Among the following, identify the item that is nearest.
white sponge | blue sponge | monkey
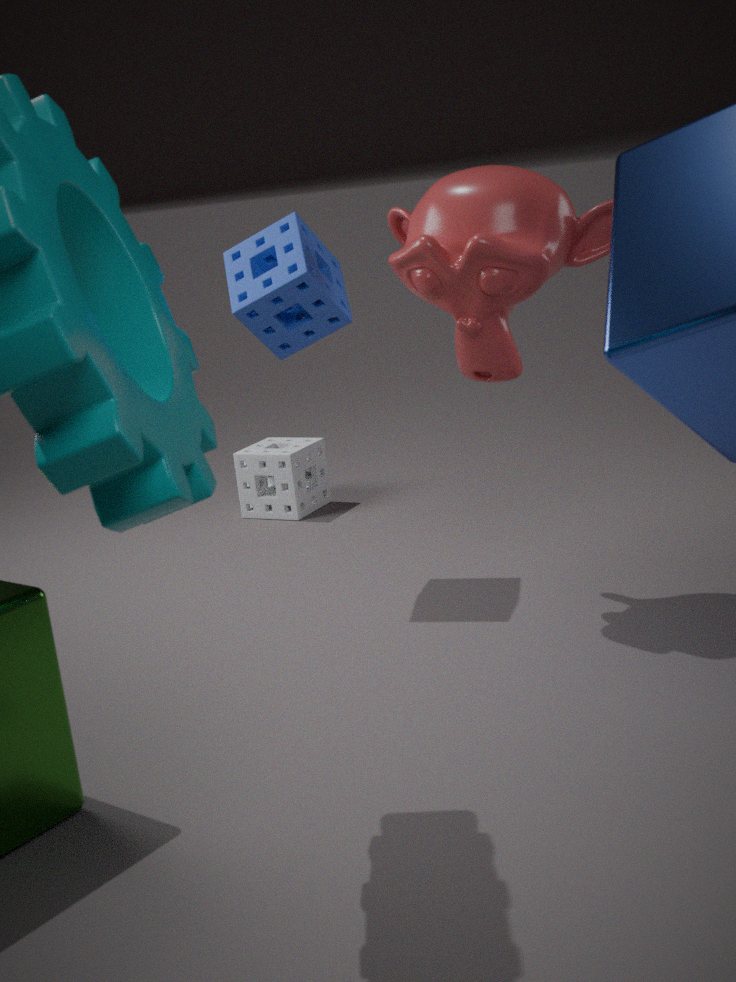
monkey
